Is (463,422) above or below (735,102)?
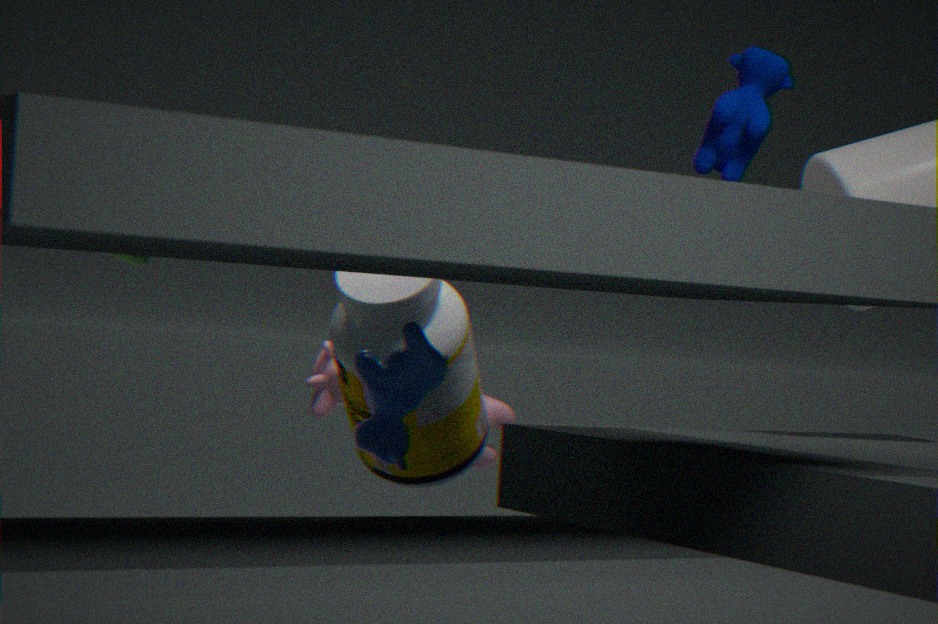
below
